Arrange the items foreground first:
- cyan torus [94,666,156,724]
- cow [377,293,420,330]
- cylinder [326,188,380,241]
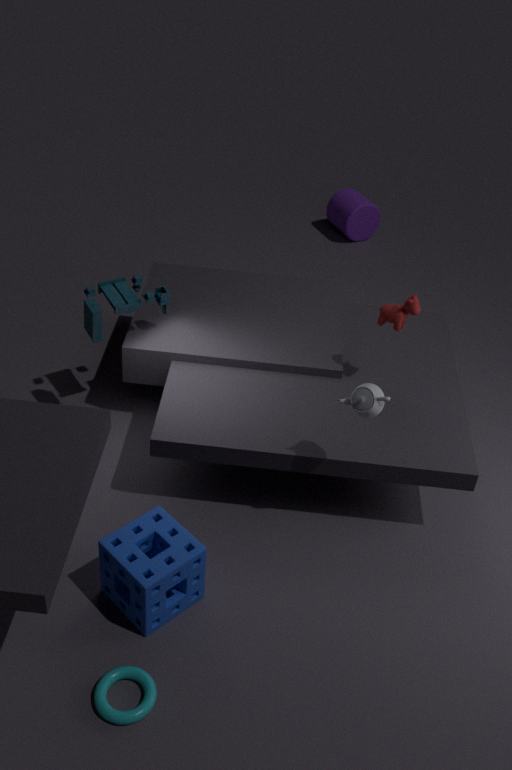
cyan torus [94,666,156,724]
cow [377,293,420,330]
cylinder [326,188,380,241]
